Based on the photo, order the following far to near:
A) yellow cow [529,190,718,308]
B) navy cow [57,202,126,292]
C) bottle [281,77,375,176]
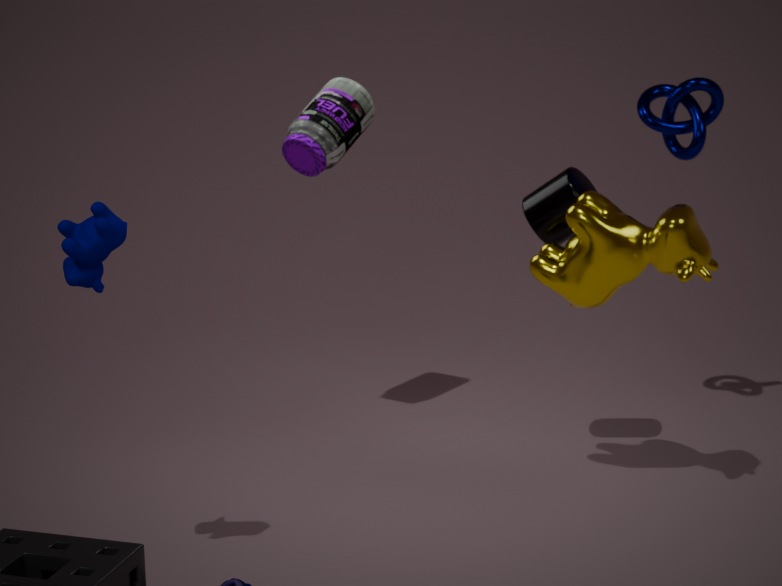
bottle [281,77,375,176]
yellow cow [529,190,718,308]
navy cow [57,202,126,292]
